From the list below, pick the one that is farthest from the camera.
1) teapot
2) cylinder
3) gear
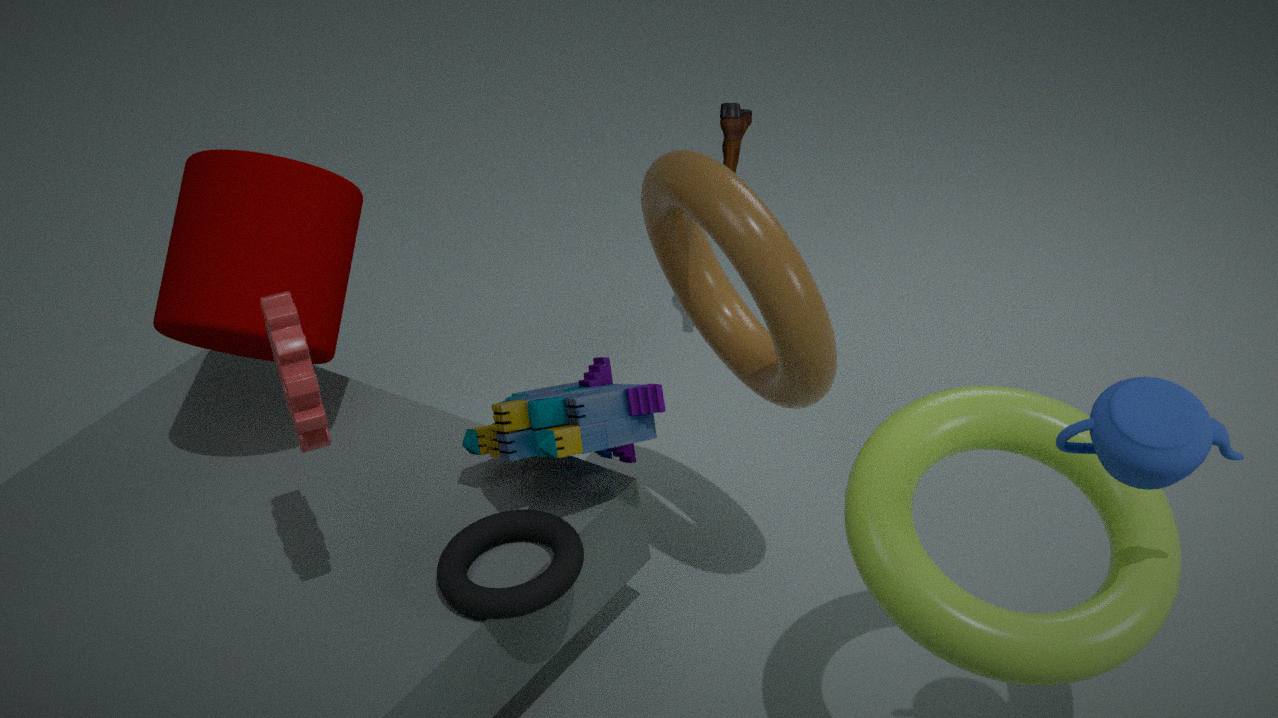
2. cylinder
